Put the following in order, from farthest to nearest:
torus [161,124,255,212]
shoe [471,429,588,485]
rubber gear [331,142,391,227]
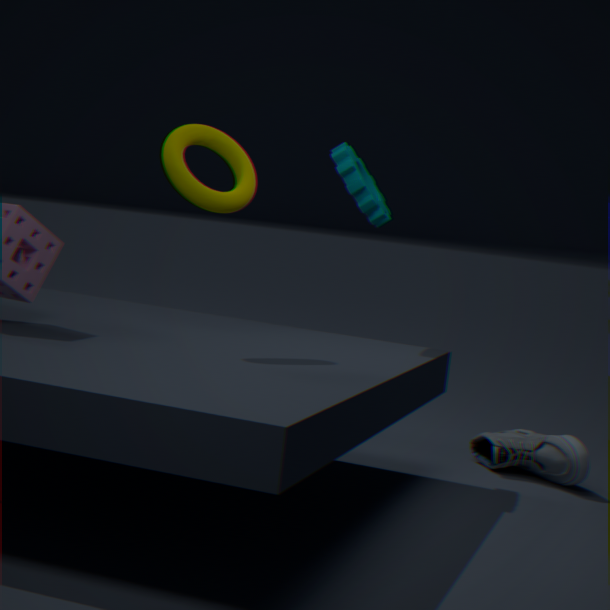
shoe [471,429,588,485] < rubber gear [331,142,391,227] < torus [161,124,255,212]
